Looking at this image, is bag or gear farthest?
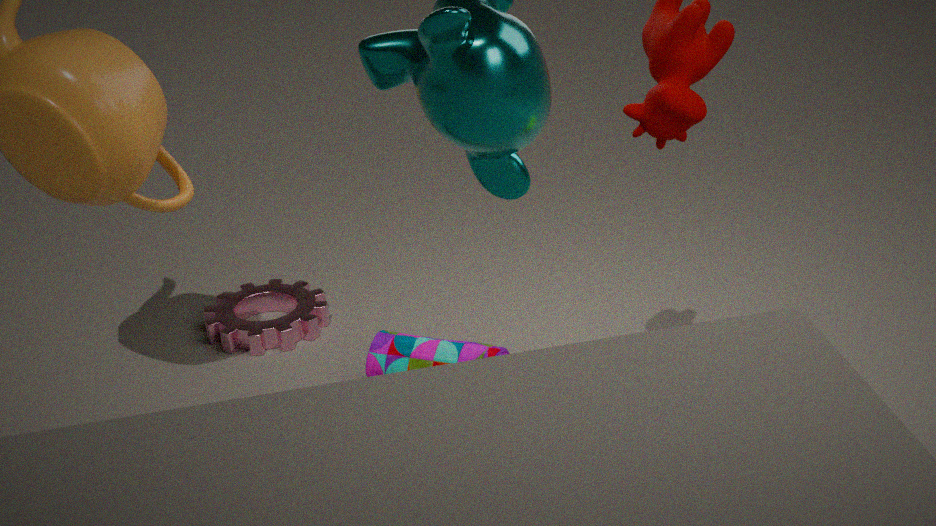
gear
